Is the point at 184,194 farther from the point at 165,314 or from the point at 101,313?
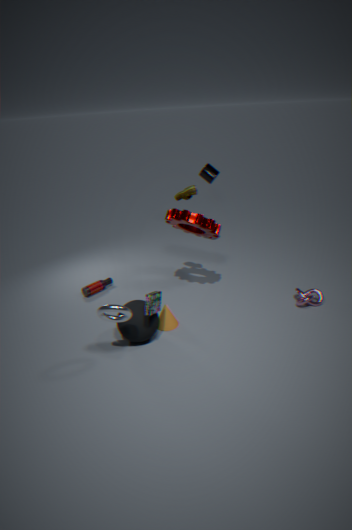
the point at 101,313
